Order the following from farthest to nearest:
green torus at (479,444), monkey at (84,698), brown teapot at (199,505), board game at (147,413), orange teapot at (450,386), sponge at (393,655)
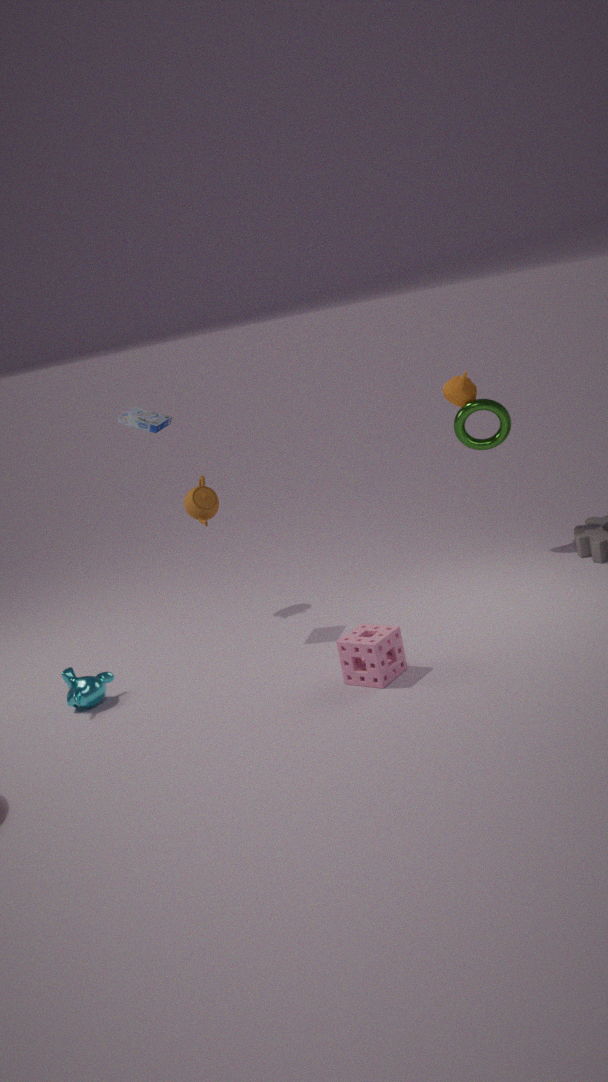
orange teapot at (450,386) < green torus at (479,444) < brown teapot at (199,505) < board game at (147,413) < monkey at (84,698) < sponge at (393,655)
